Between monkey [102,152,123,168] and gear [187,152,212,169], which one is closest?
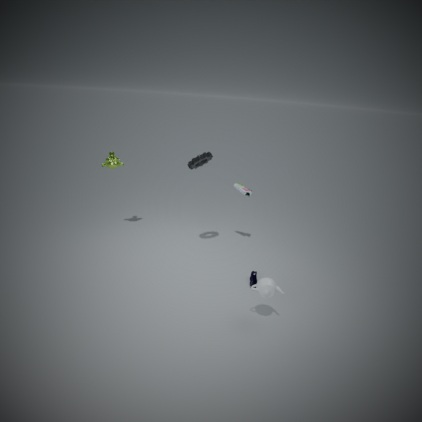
gear [187,152,212,169]
